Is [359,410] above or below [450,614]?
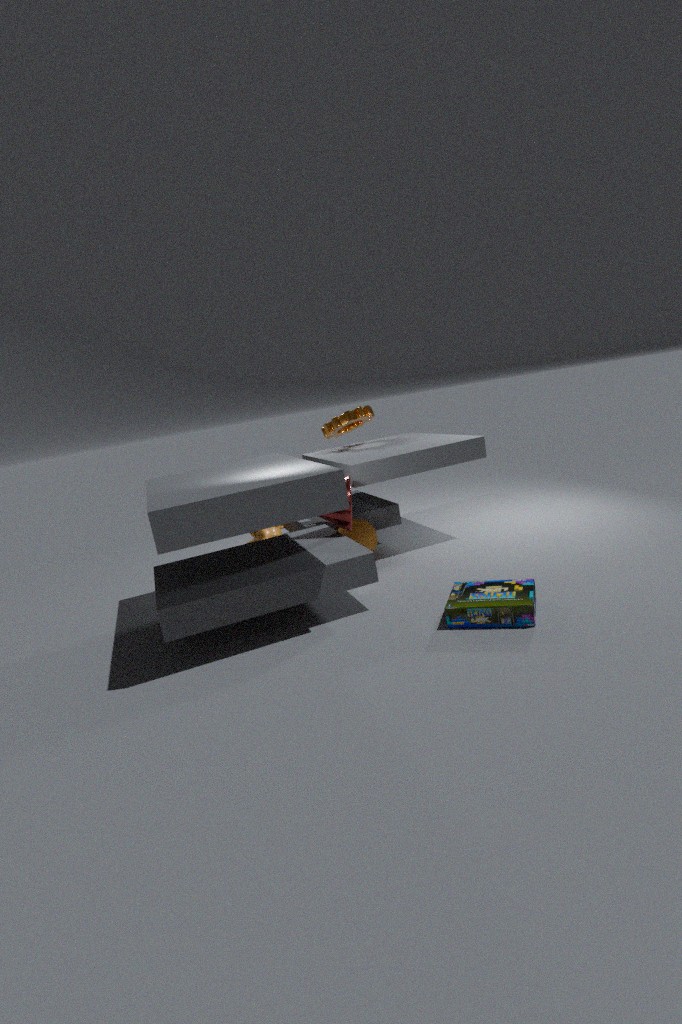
above
